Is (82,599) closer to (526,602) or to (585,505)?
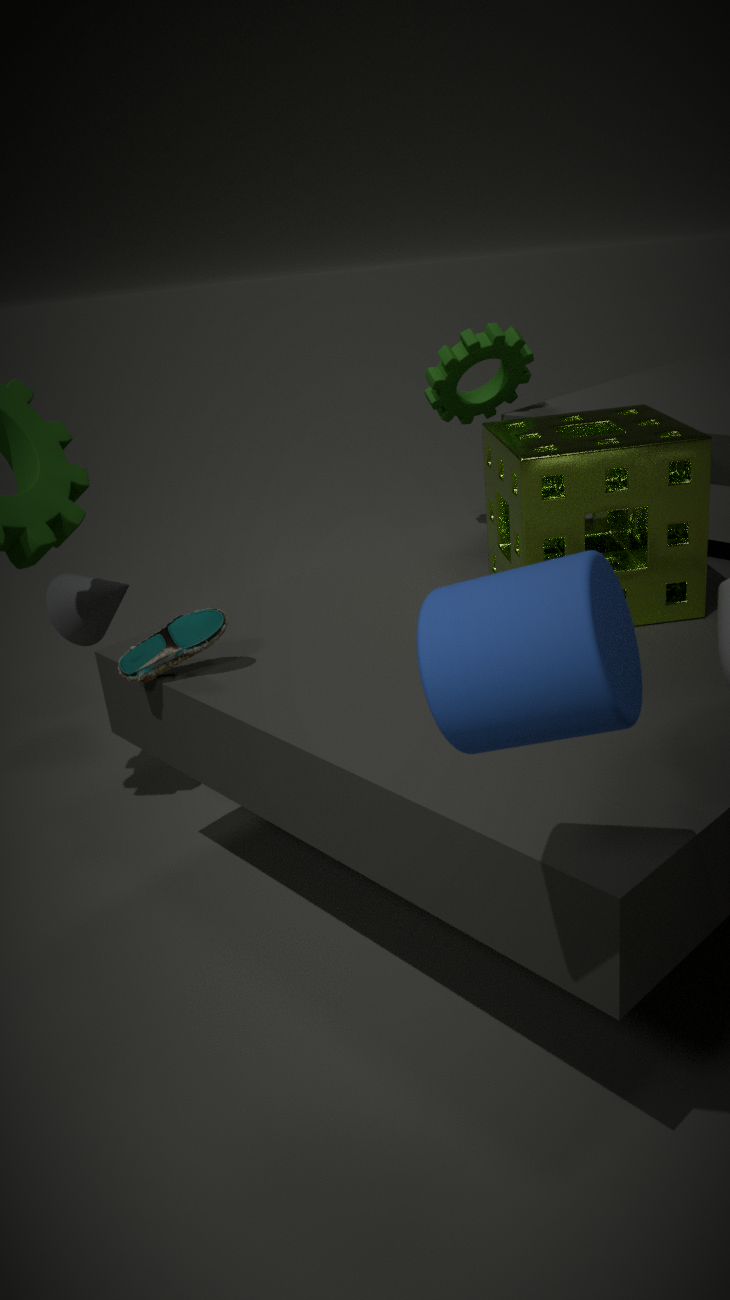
(585,505)
